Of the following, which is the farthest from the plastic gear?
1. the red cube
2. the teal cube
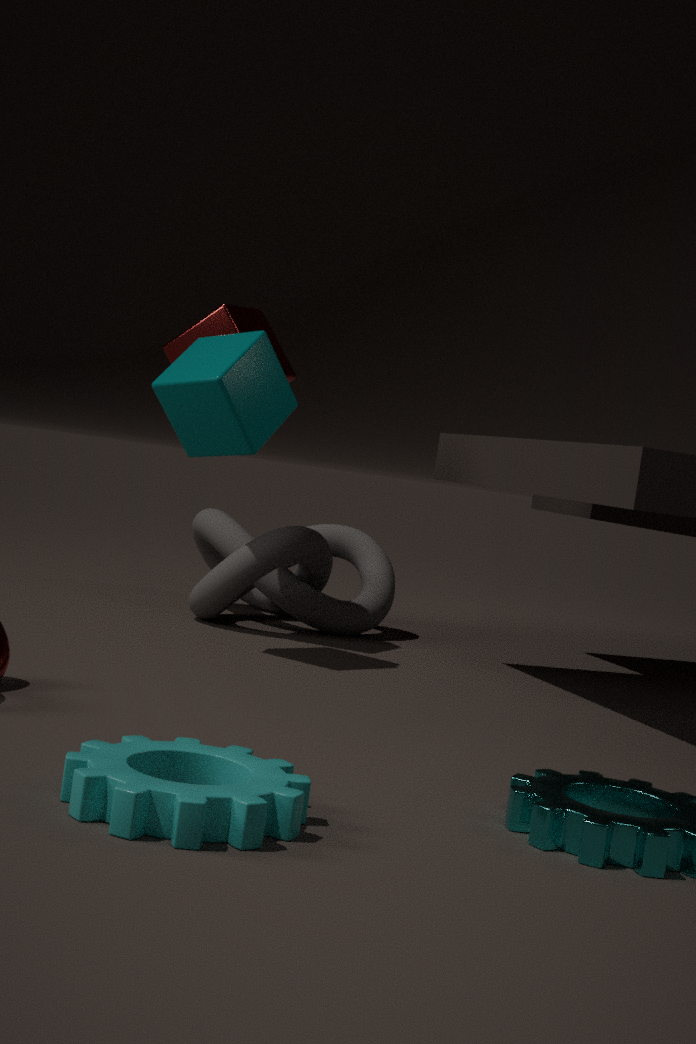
the red cube
